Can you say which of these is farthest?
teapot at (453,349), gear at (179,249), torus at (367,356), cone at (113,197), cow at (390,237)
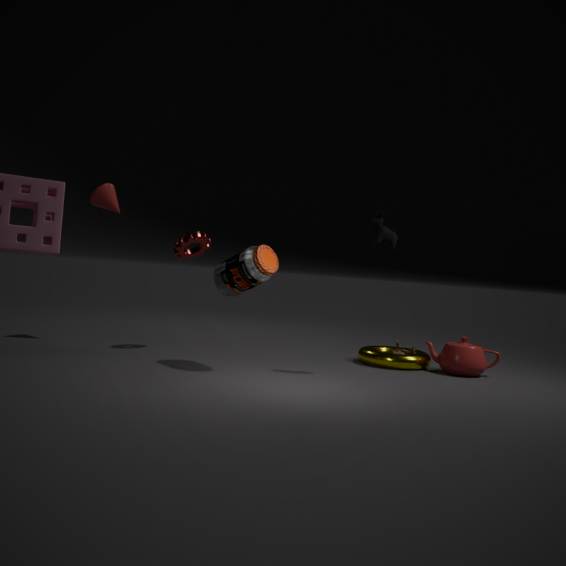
cone at (113,197)
